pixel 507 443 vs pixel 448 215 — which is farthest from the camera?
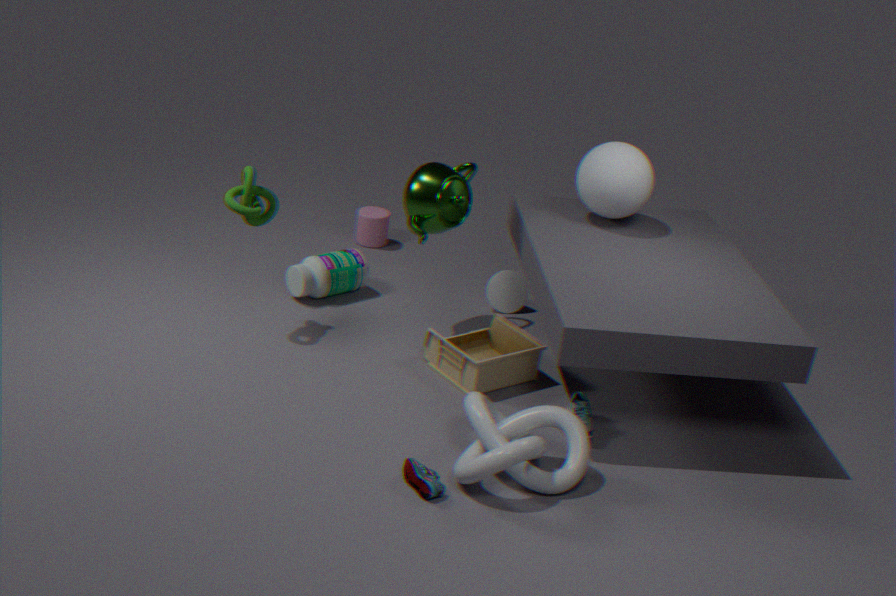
pixel 448 215
